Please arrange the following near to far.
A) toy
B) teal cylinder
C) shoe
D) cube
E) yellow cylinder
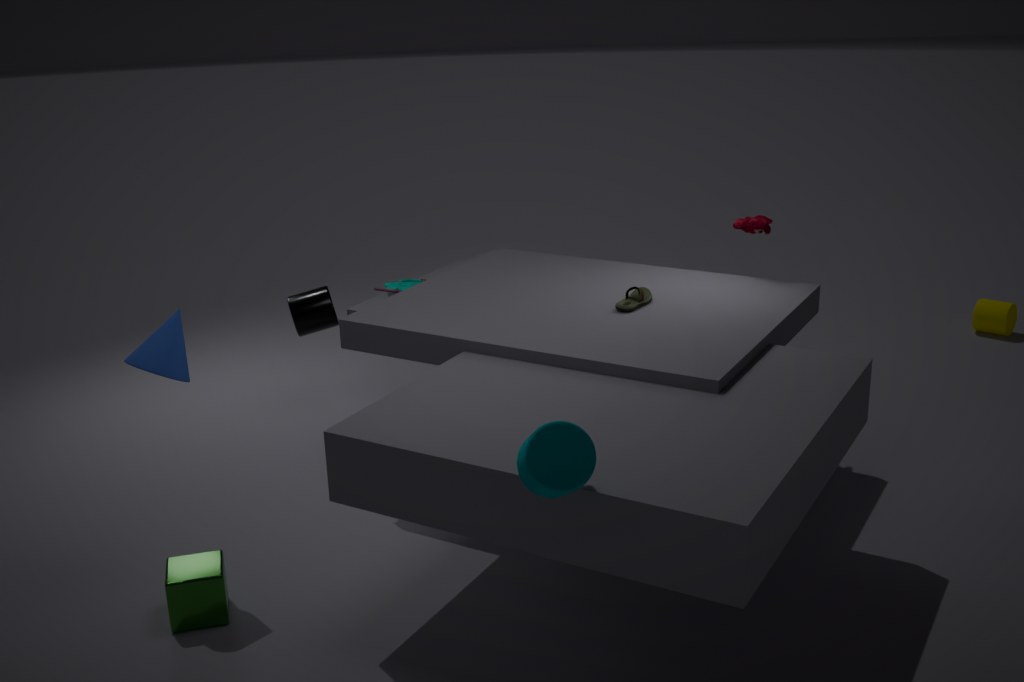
teal cylinder
cube
shoe
toy
yellow cylinder
